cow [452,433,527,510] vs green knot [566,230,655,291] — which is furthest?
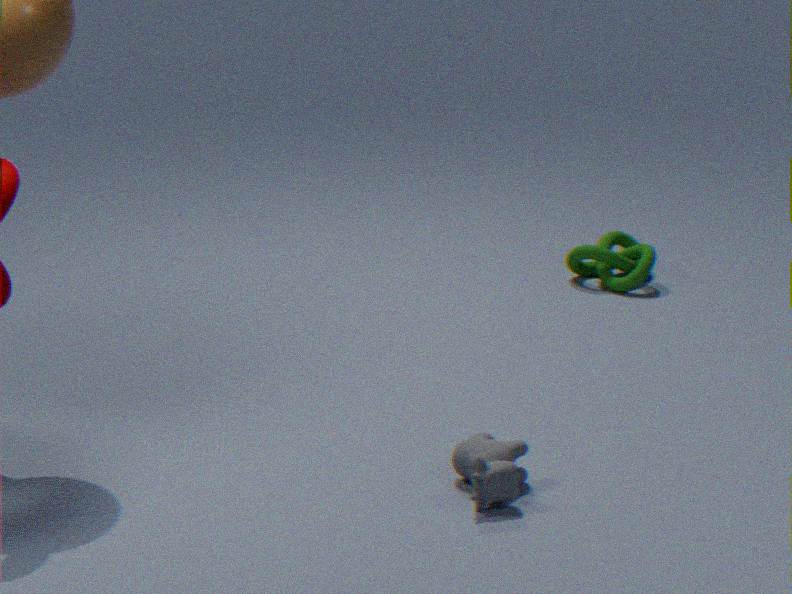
green knot [566,230,655,291]
